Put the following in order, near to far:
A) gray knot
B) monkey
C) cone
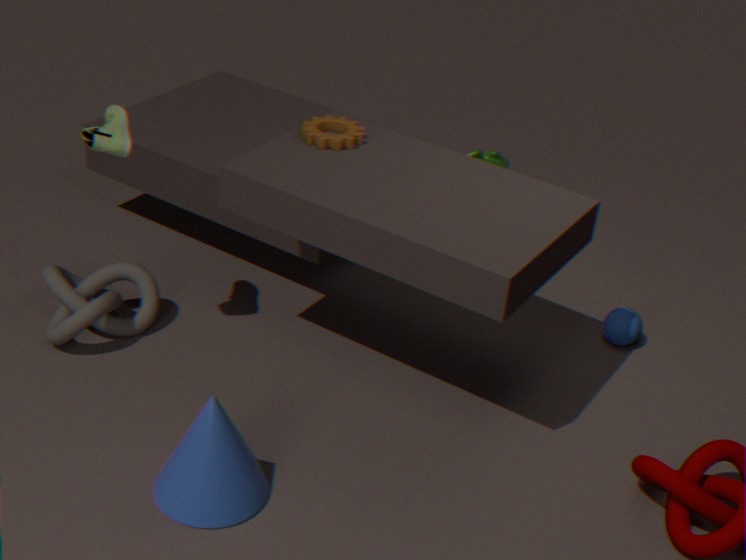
cone → gray knot → monkey
